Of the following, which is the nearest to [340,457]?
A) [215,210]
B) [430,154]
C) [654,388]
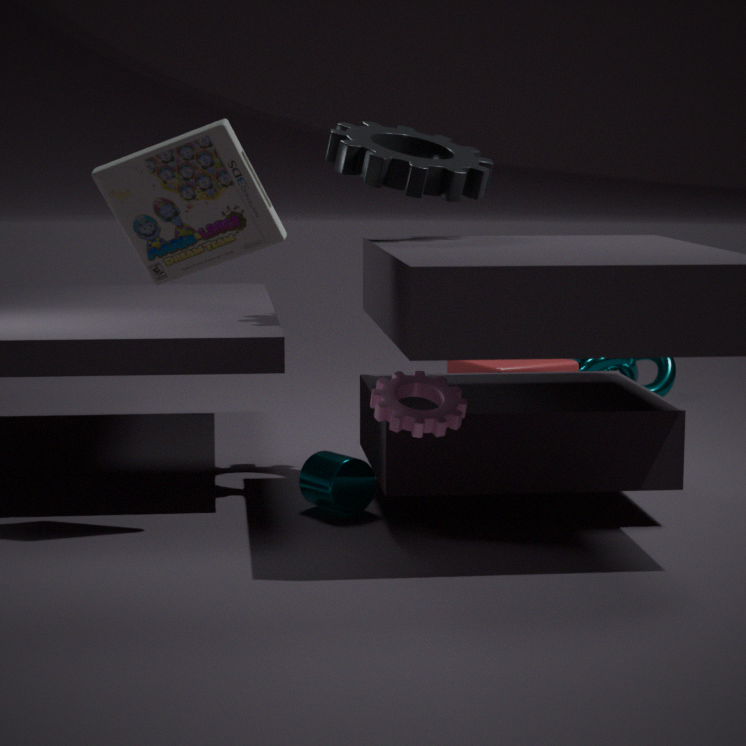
[215,210]
